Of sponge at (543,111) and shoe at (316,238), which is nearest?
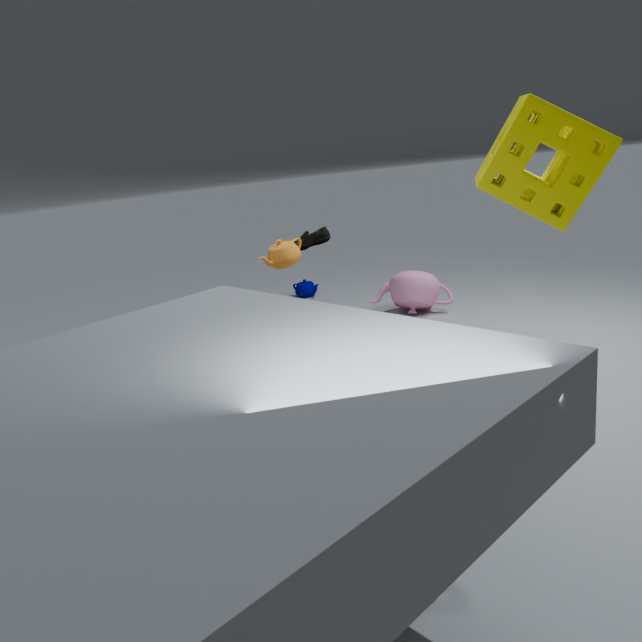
sponge at (543,111)
